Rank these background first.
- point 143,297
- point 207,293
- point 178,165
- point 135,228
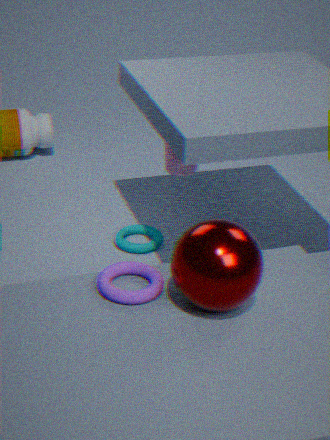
1. point 135,228
2. point 178,165
3. point 143,297
4. point 207,293
